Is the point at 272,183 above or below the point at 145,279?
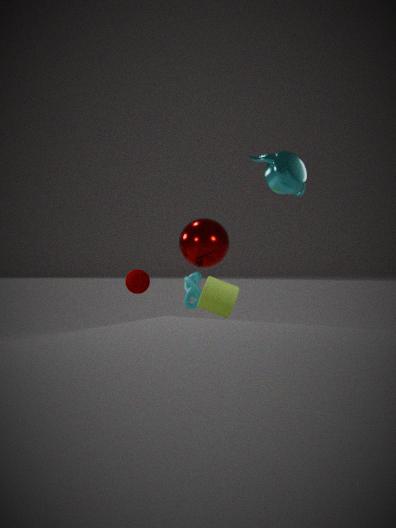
above
